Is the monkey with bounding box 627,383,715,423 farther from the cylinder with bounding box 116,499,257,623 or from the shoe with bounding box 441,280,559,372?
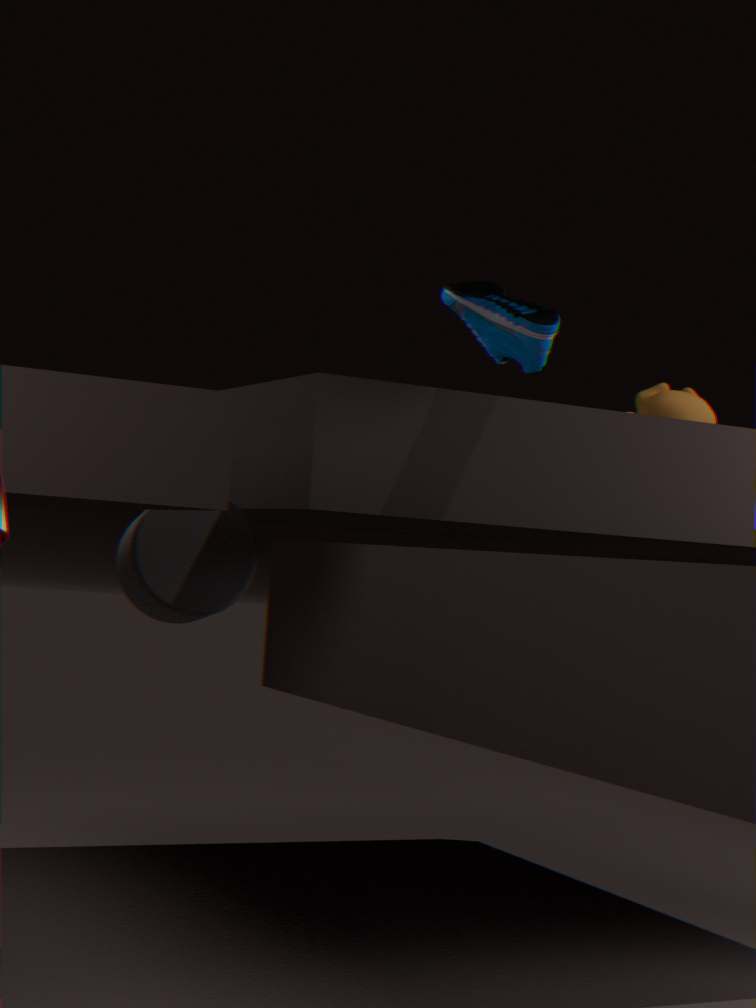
the cylinder with bounding box 116,499,257,623
